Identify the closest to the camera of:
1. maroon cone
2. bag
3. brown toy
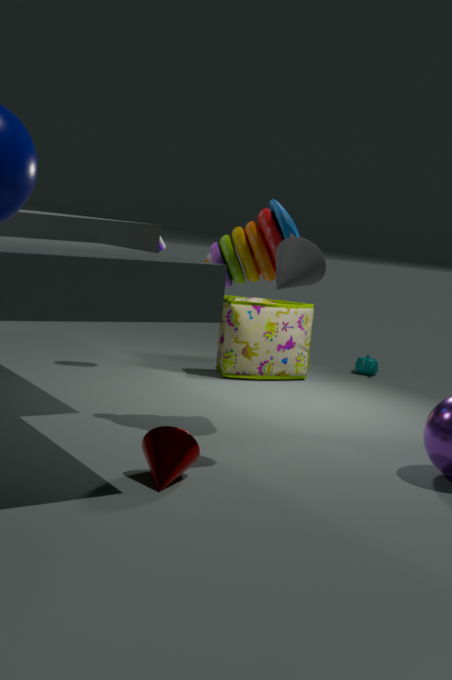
maroon cone
